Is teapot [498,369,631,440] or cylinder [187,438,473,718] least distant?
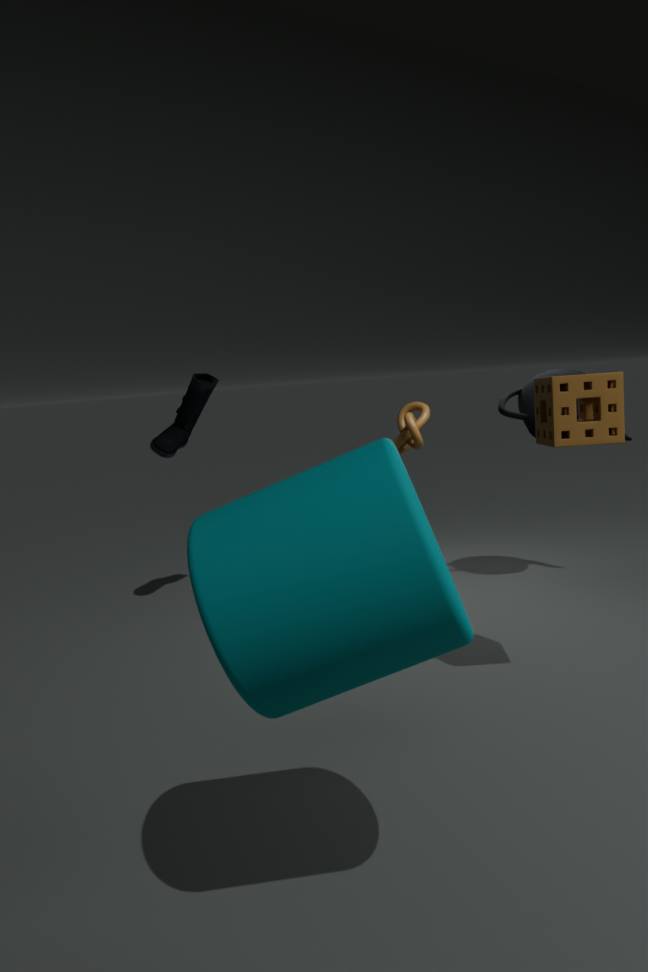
cylinder [187,438,473,718]
